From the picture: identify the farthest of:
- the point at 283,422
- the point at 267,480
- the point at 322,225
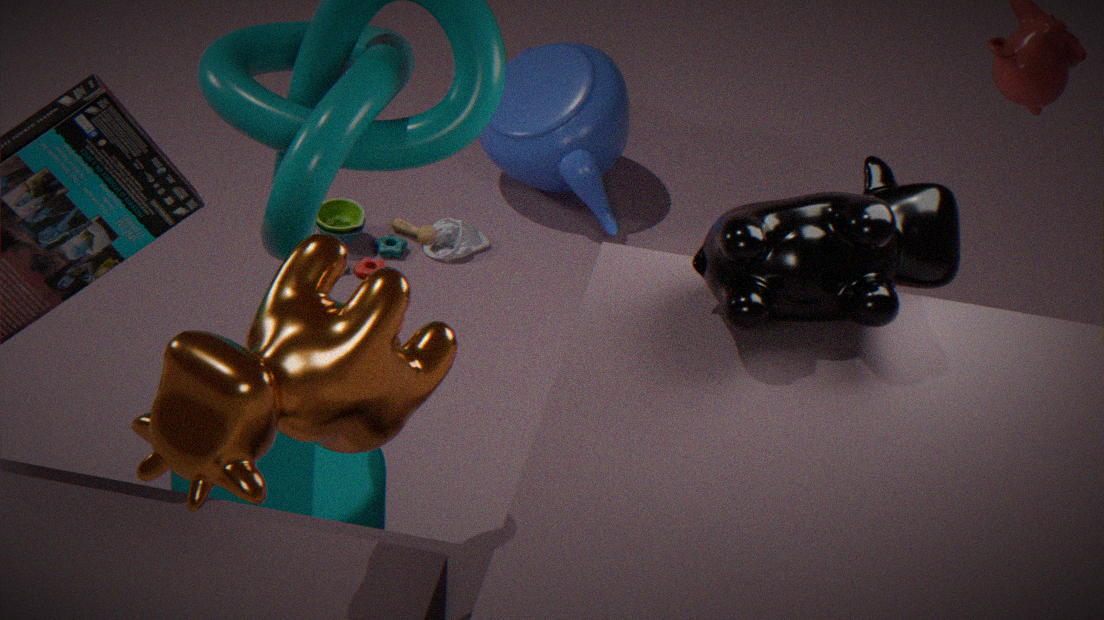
the point at 322,225
